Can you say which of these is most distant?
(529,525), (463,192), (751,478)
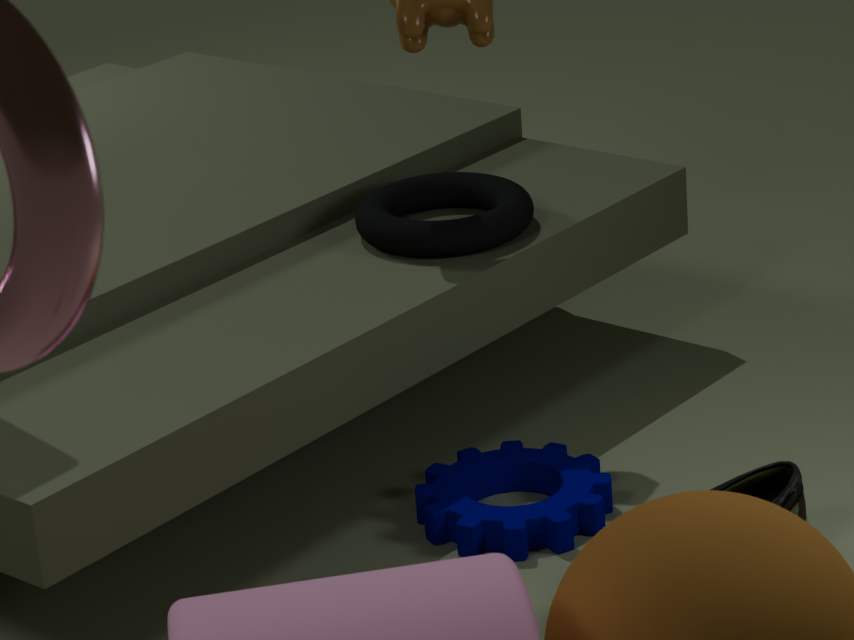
(463,192)
